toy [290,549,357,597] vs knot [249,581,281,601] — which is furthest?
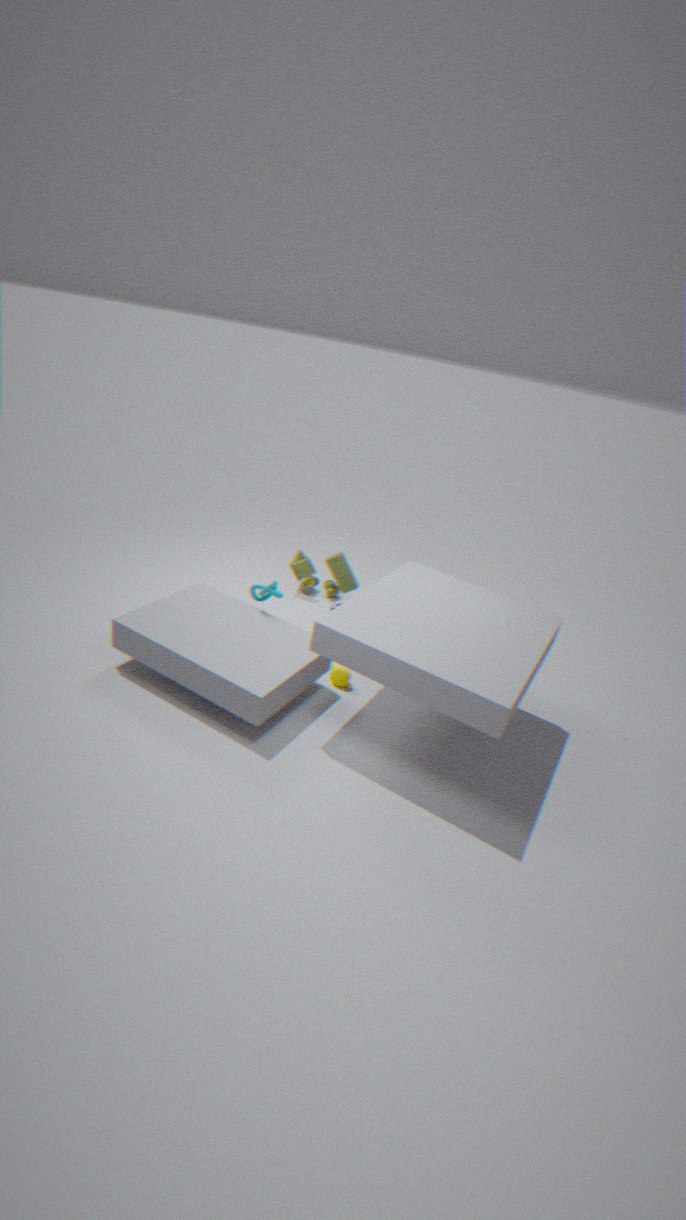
toy [290,549,357,597]
